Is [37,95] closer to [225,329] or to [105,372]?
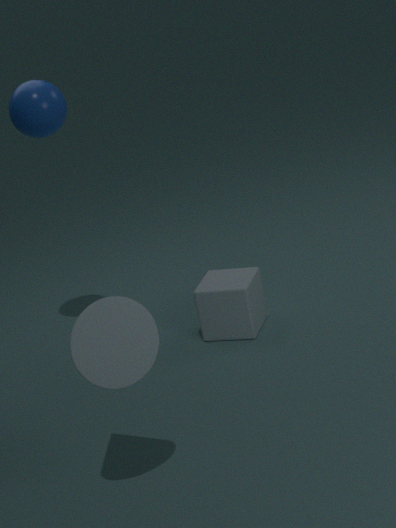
[225,329]
